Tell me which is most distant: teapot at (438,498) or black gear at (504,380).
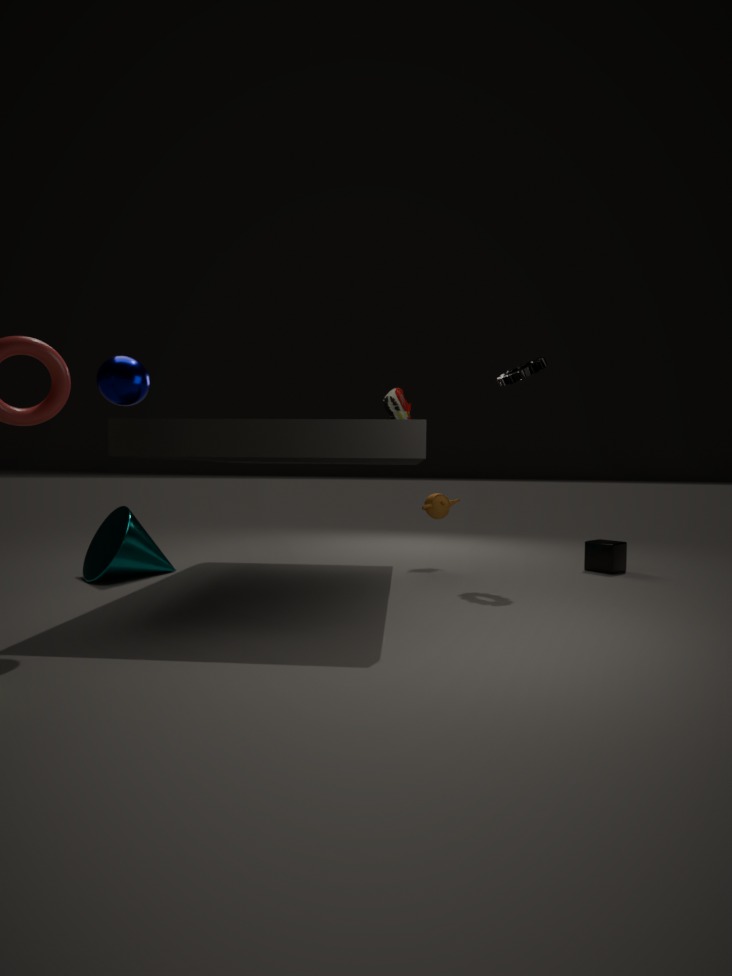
teapot at (438,498)
